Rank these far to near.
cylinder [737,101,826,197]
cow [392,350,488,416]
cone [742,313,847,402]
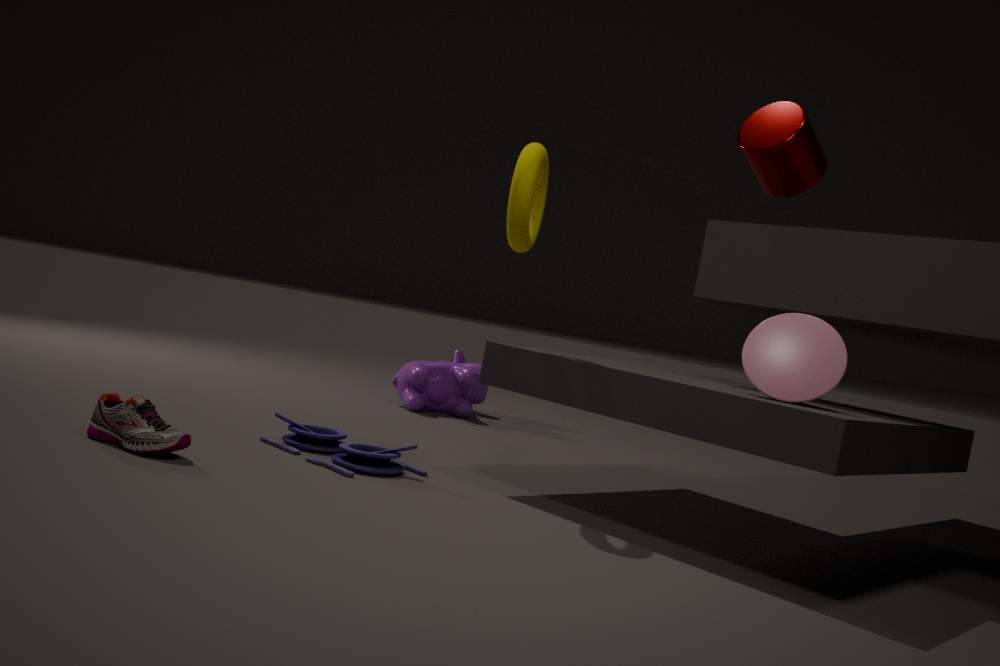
cow [392,350,488,416] → cylinder [737,101,826,197] → cone [742,313,847,402]
